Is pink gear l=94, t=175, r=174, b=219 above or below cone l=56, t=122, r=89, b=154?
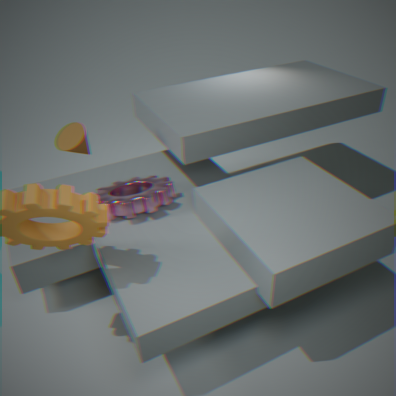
below
